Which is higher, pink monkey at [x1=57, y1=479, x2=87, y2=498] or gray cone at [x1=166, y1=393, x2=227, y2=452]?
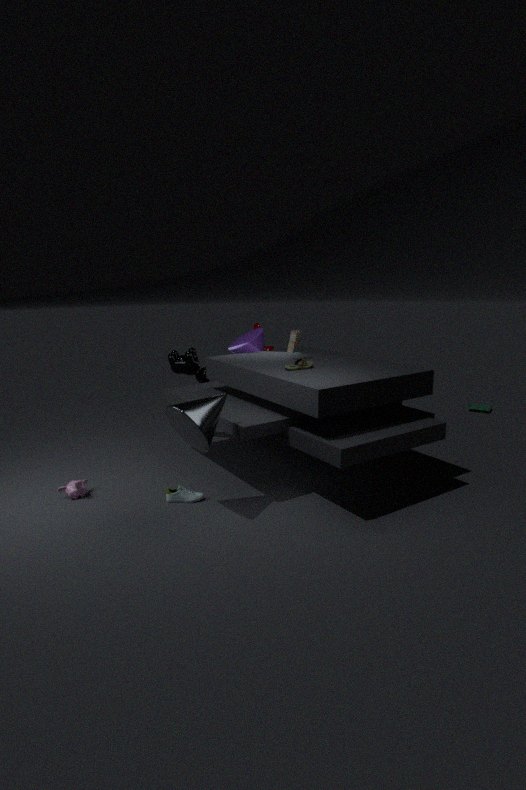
gray cone at [x1=166, y1=393, x2=227, y2=452]
